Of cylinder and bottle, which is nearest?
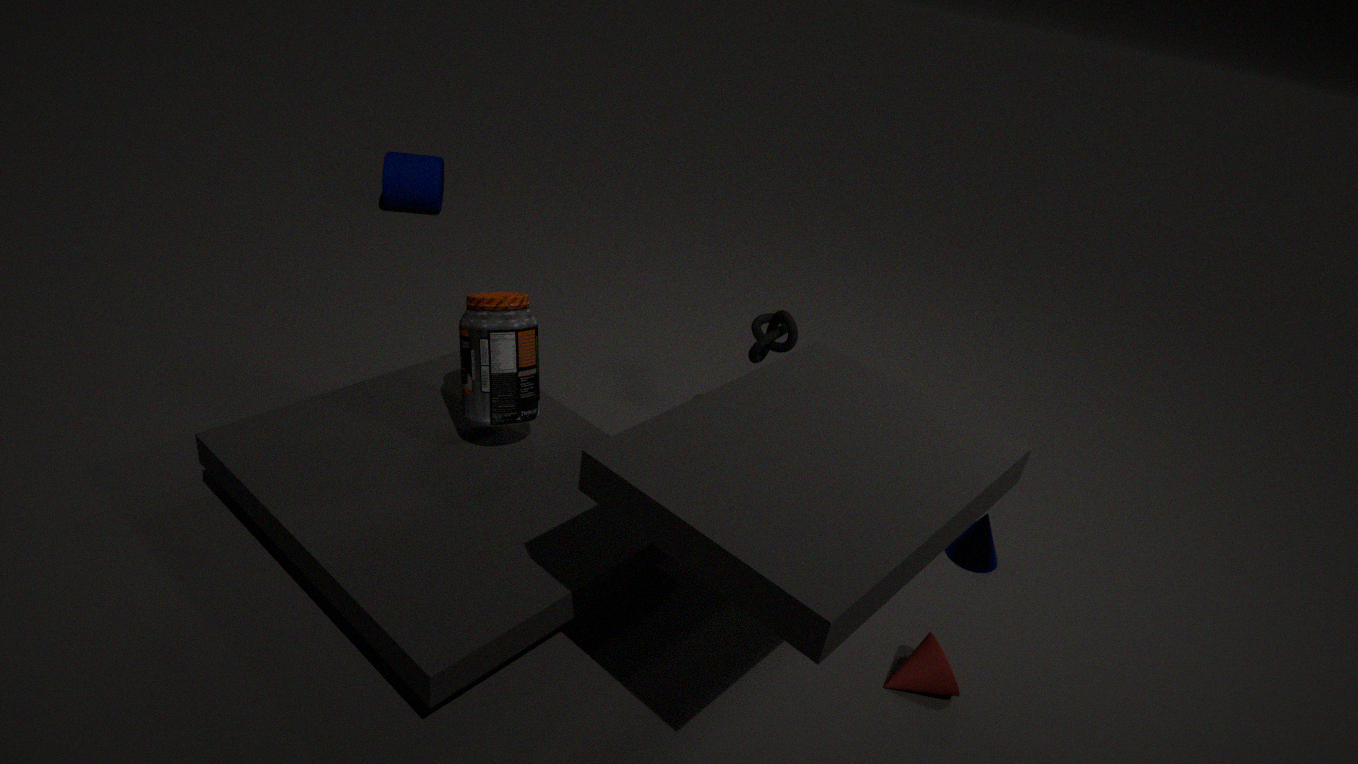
bottle
